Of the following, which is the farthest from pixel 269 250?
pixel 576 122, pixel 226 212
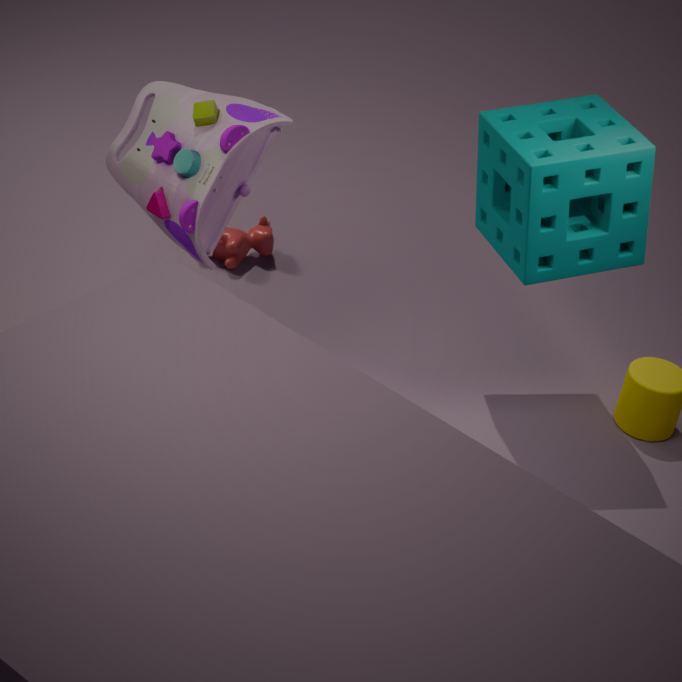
pixel 226 212
